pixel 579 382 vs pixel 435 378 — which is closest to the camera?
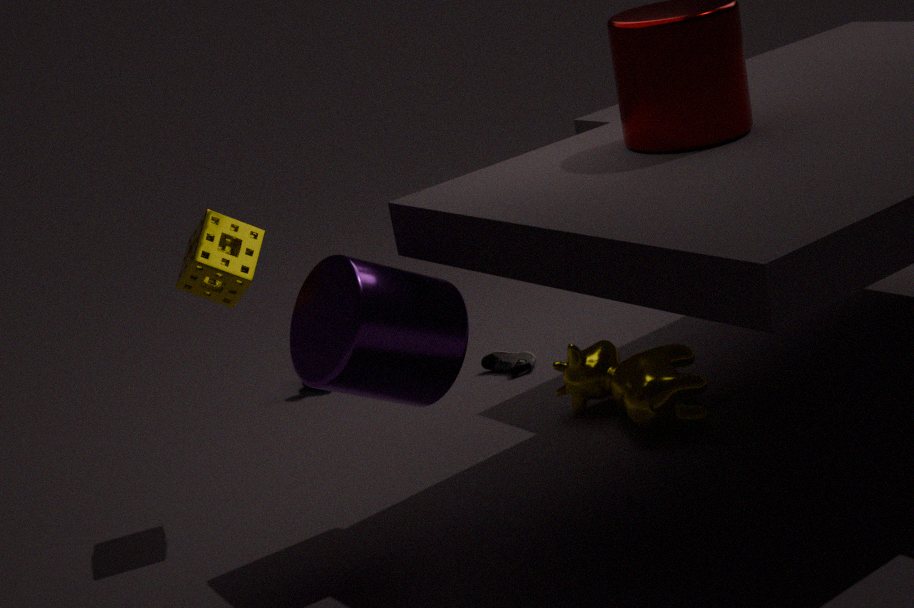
pixel 435 378
